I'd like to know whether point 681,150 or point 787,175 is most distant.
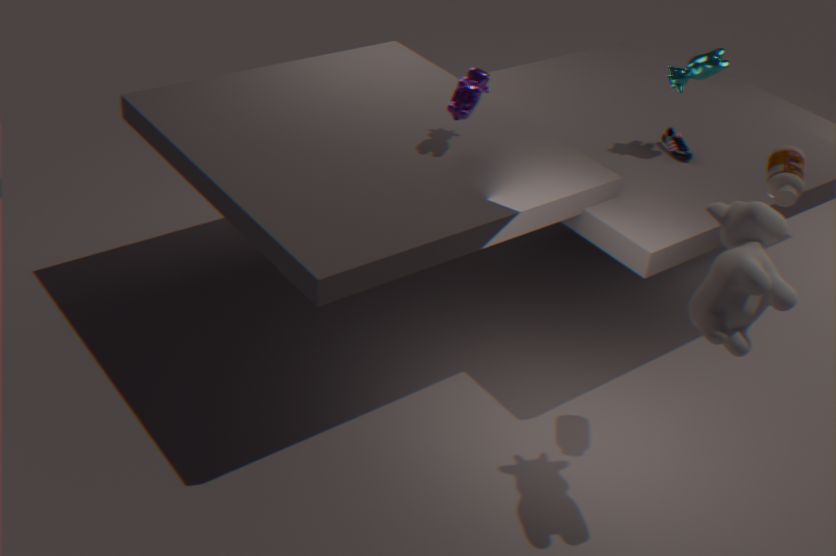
point 681,150
